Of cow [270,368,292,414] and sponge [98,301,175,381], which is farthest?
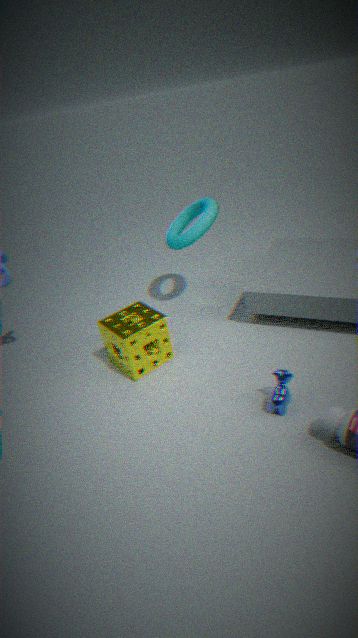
sponge [98,301,175,381]
